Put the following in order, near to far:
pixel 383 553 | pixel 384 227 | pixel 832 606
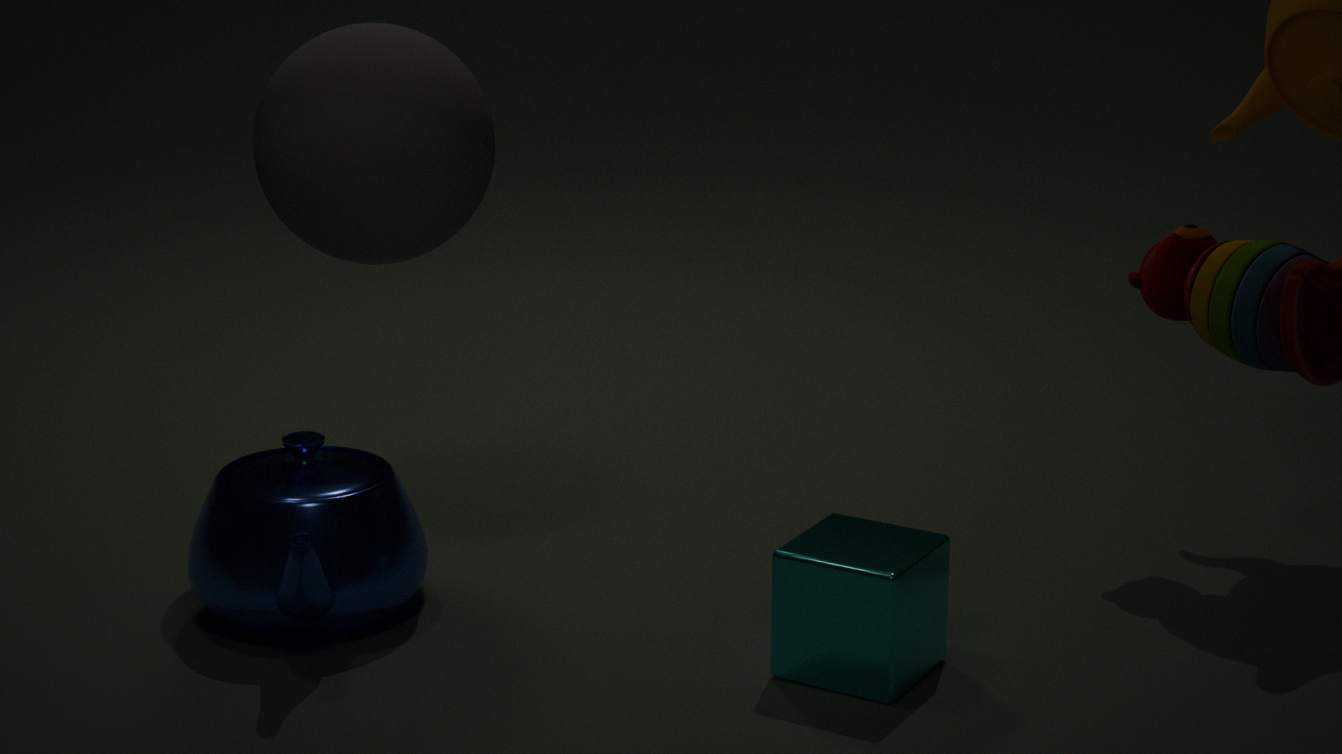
pixel 832 606 → pixel 383 553 → pixel 384 227
